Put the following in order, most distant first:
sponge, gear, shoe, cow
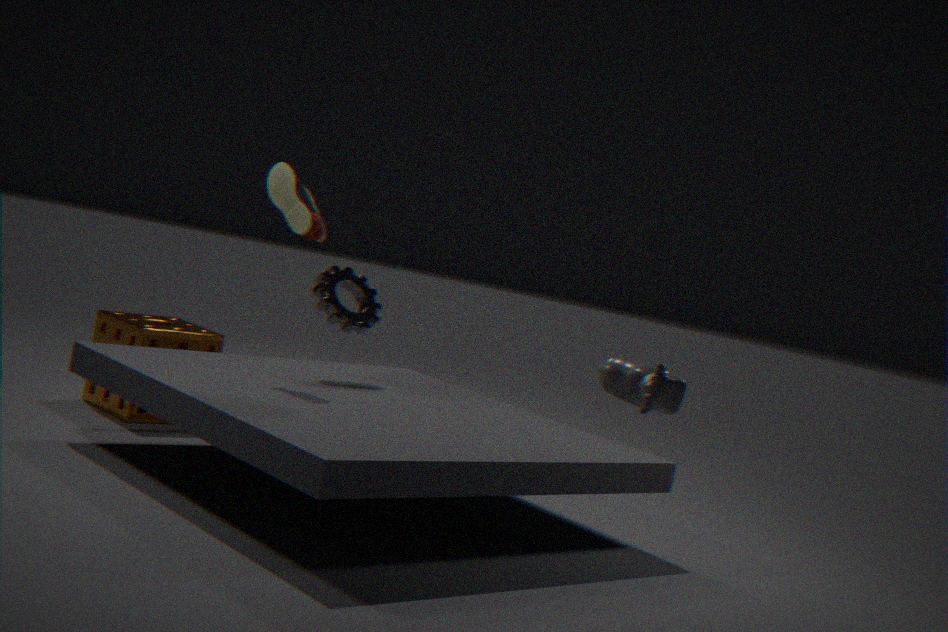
sponge
gear
shoe
cow
